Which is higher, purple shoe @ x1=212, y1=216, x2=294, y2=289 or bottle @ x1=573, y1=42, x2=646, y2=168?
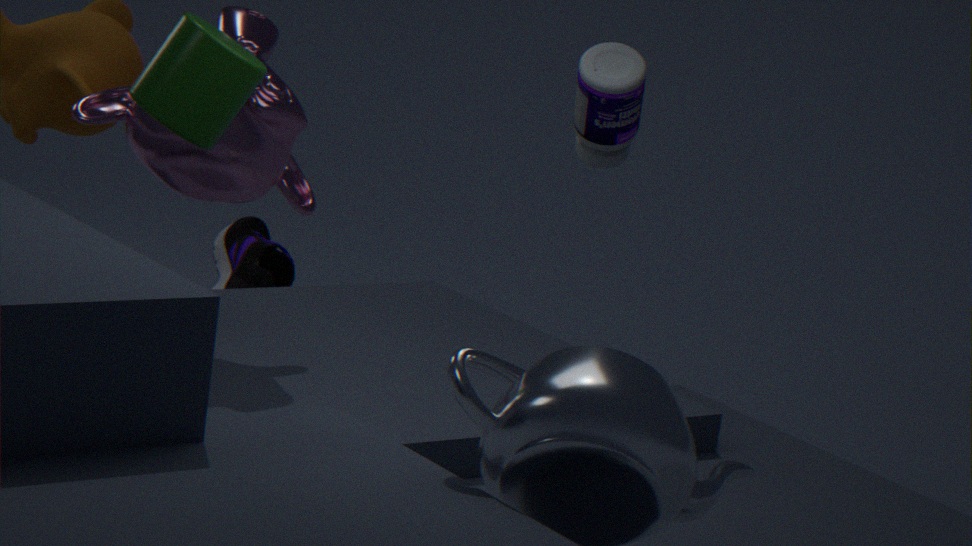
bottle @ x1=573, y1=42, x2=646, y2=168
